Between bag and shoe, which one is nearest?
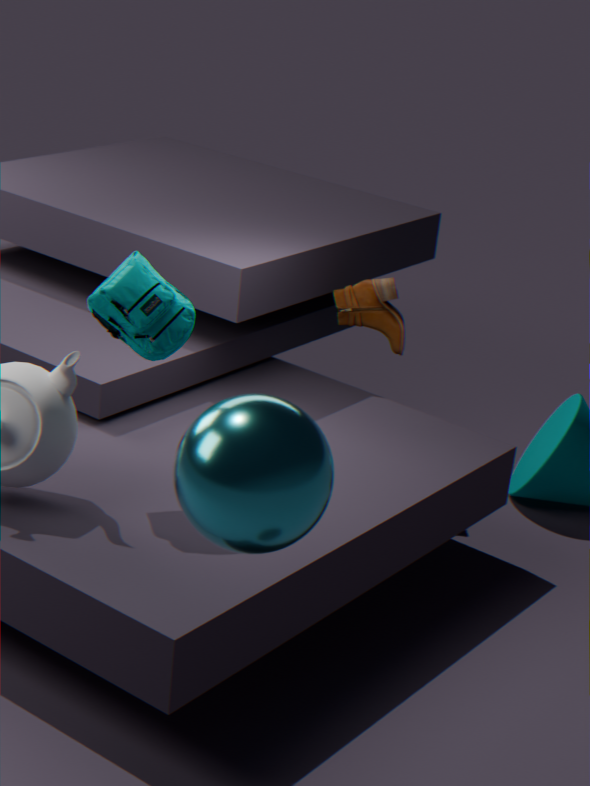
bag
